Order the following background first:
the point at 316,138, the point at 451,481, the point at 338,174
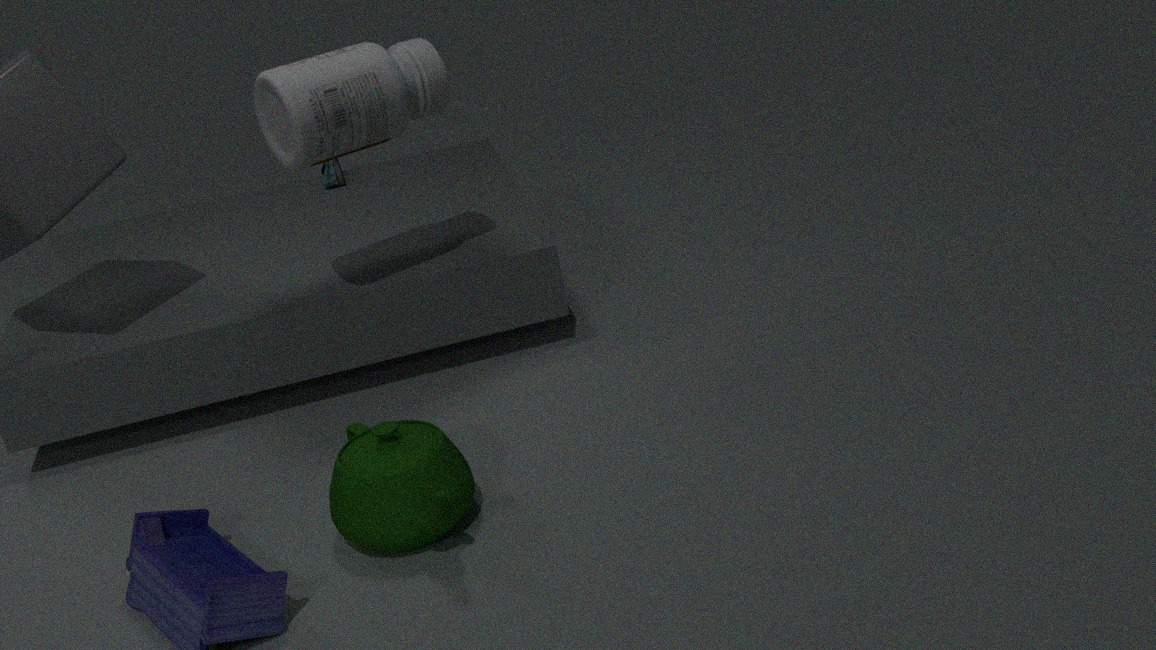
the point at 338,174
the point at 316,138
the point at 451,481
